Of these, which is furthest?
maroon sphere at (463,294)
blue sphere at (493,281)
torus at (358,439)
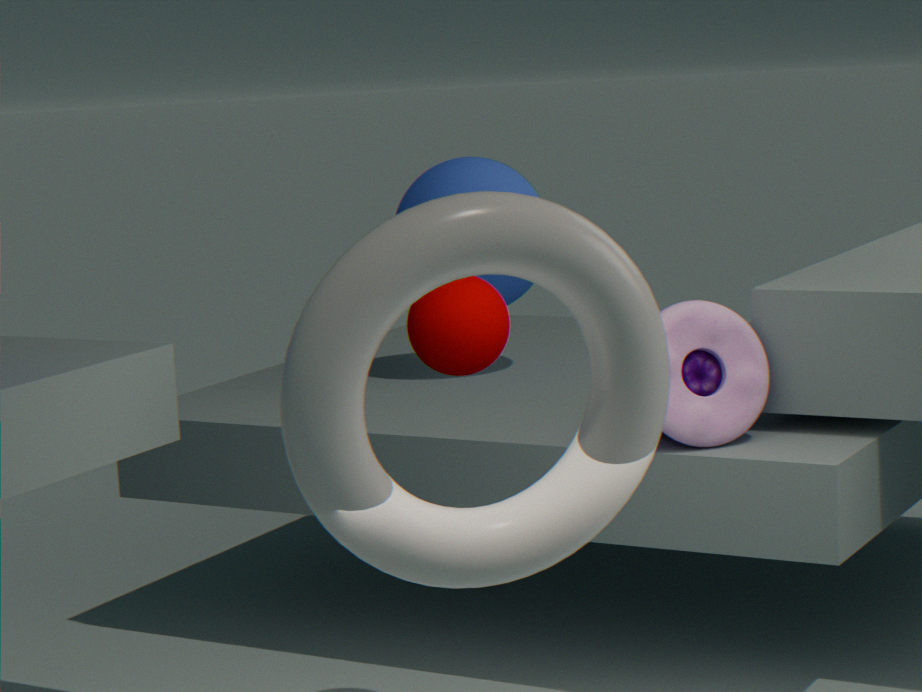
blue sphere at (493,281)
